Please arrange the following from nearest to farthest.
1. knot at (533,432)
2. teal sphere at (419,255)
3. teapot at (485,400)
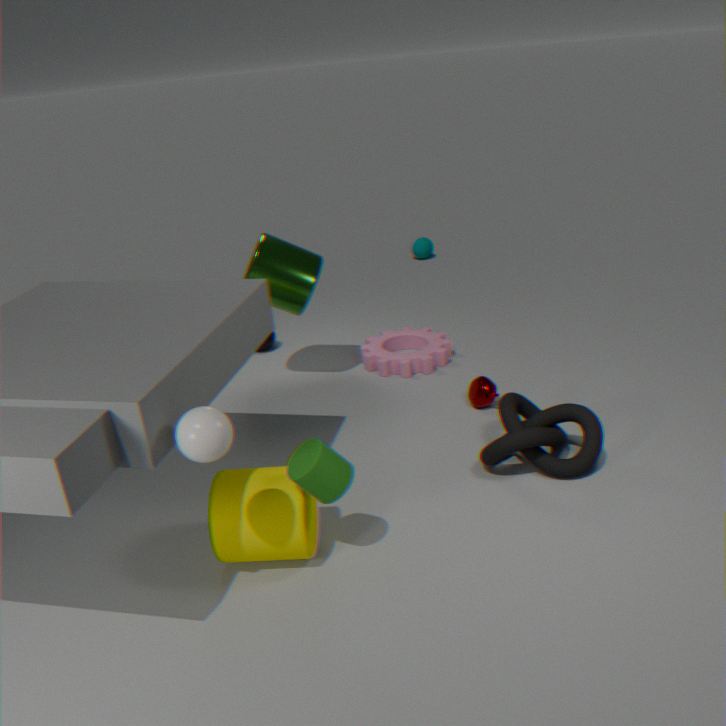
knot at (533,432), teapot at (485,400), teal sphere at (419,255)
